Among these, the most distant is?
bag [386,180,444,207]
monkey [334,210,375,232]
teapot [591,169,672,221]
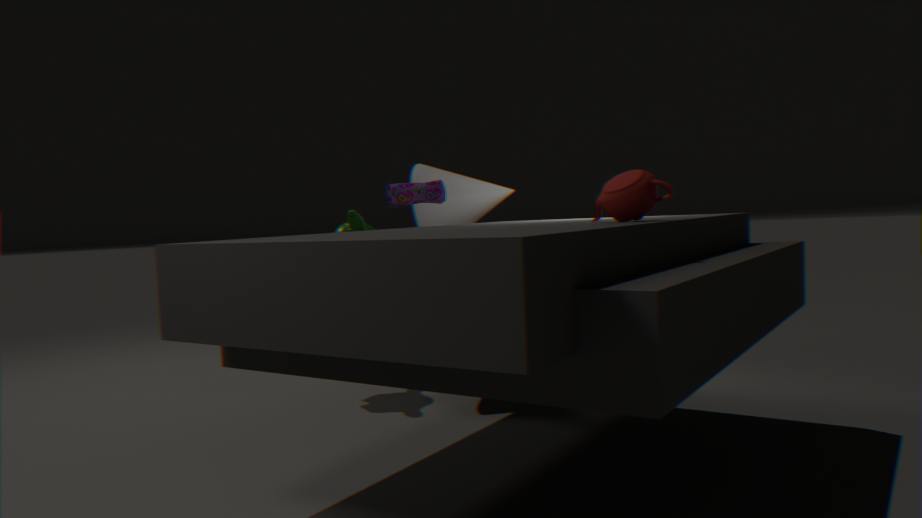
monkey [334,210,375,232]
